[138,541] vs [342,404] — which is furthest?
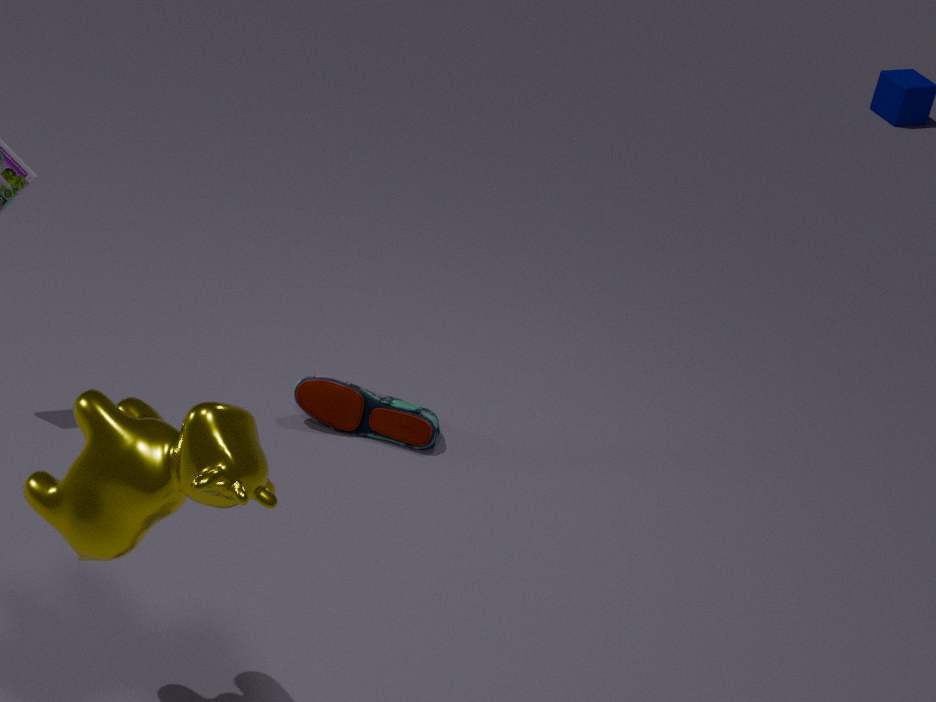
[342,404]
